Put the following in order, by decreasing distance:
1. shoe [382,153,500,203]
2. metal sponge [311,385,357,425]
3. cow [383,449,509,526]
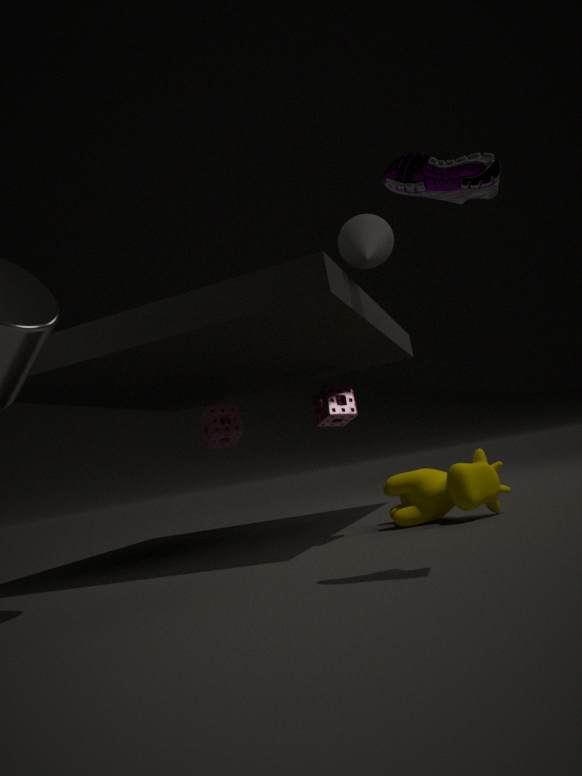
1. metal sponge [311,385,357,425]
2. cow [383,449,509,526]
3. shoe [382,153,500,203]
